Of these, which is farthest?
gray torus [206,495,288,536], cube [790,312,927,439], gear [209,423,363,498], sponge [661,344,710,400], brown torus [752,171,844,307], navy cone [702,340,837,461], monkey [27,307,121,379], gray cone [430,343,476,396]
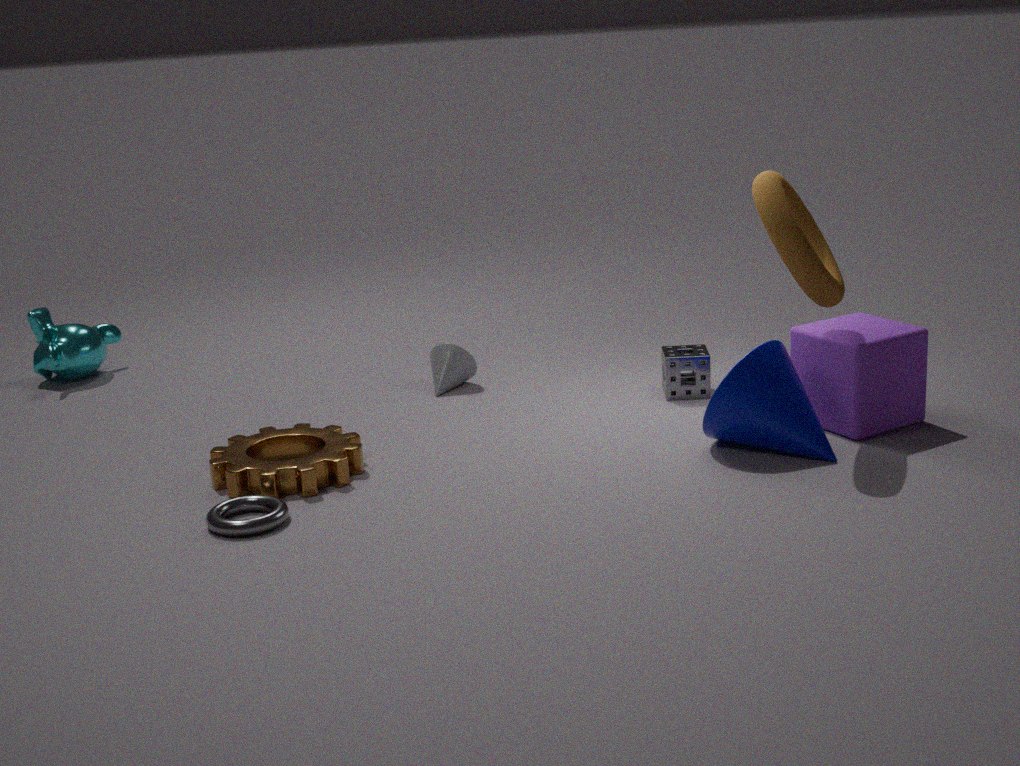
monkey [27,307,121,379]
